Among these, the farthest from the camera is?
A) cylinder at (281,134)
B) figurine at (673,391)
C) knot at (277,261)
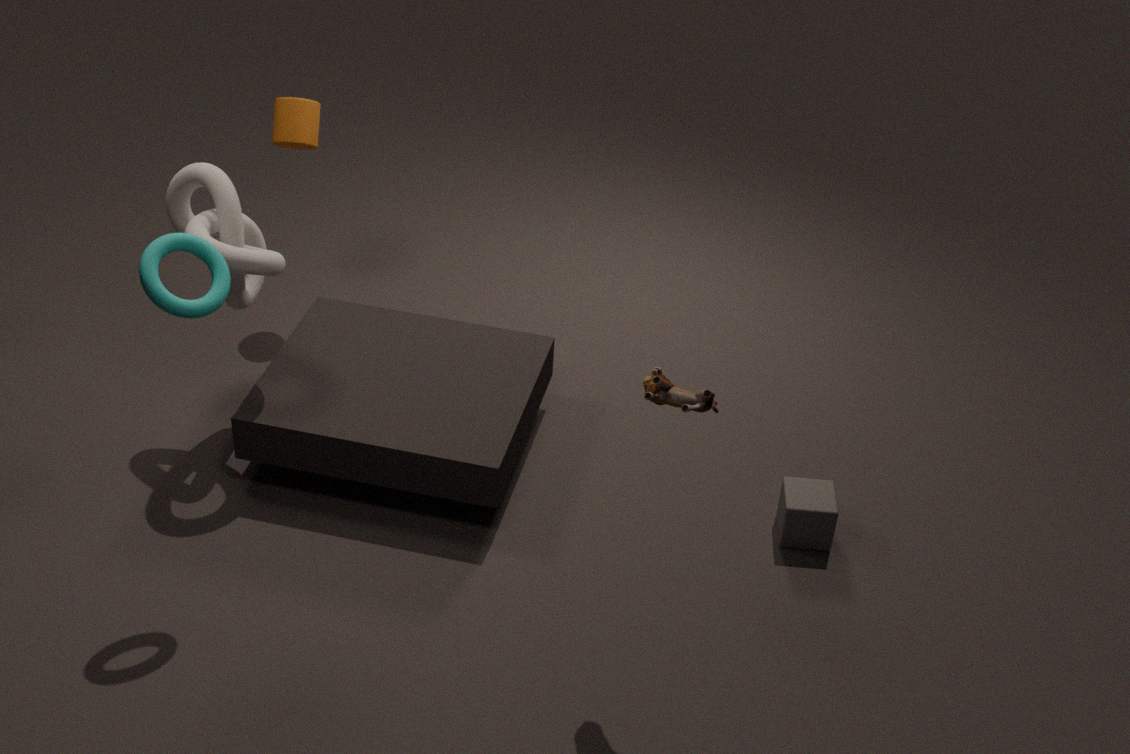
cylinder at (281,134)
